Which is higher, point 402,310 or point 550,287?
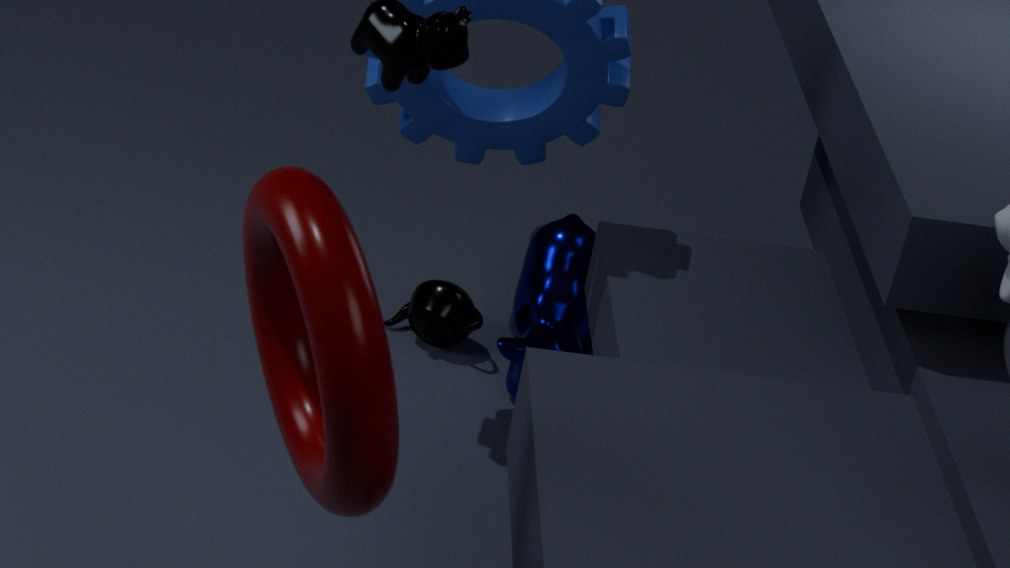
point 550,287
